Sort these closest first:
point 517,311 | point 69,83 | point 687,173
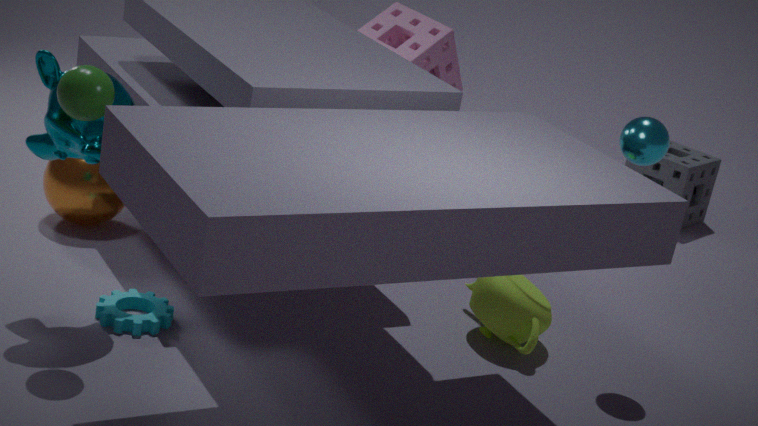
point 69,83, point 517,311, point 687,173
